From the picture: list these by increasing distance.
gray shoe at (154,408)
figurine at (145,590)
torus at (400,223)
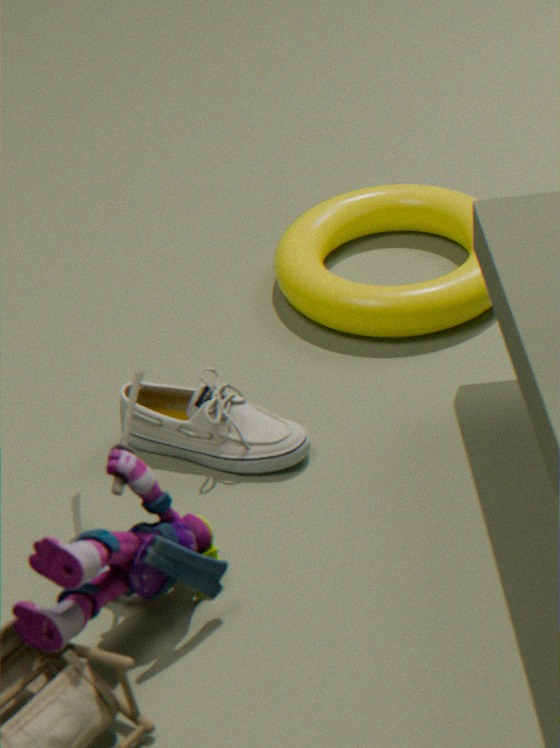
figurine at (145,590) < gray shoe at (154,408) < torus at (400,223)
